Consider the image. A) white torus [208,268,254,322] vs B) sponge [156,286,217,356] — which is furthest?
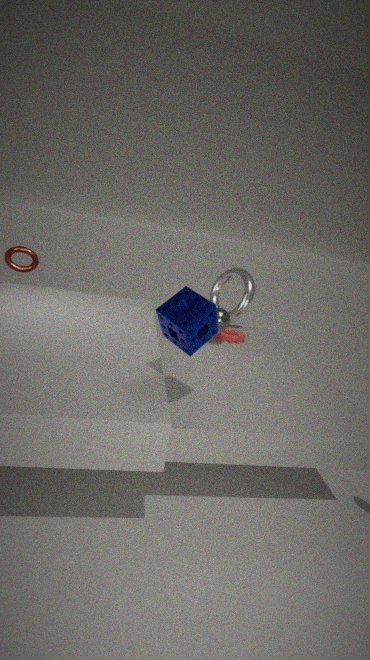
A. white torus [208,268,254,322]
